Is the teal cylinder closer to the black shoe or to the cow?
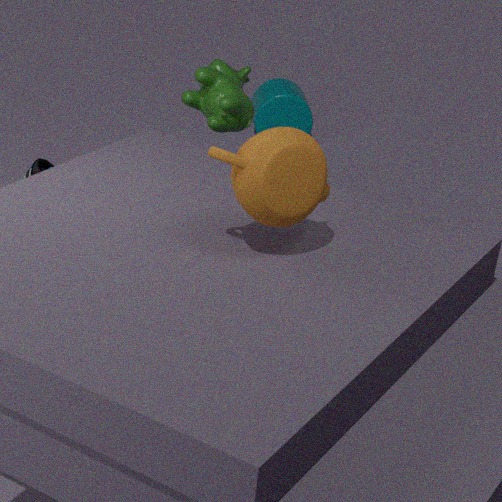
the cow
